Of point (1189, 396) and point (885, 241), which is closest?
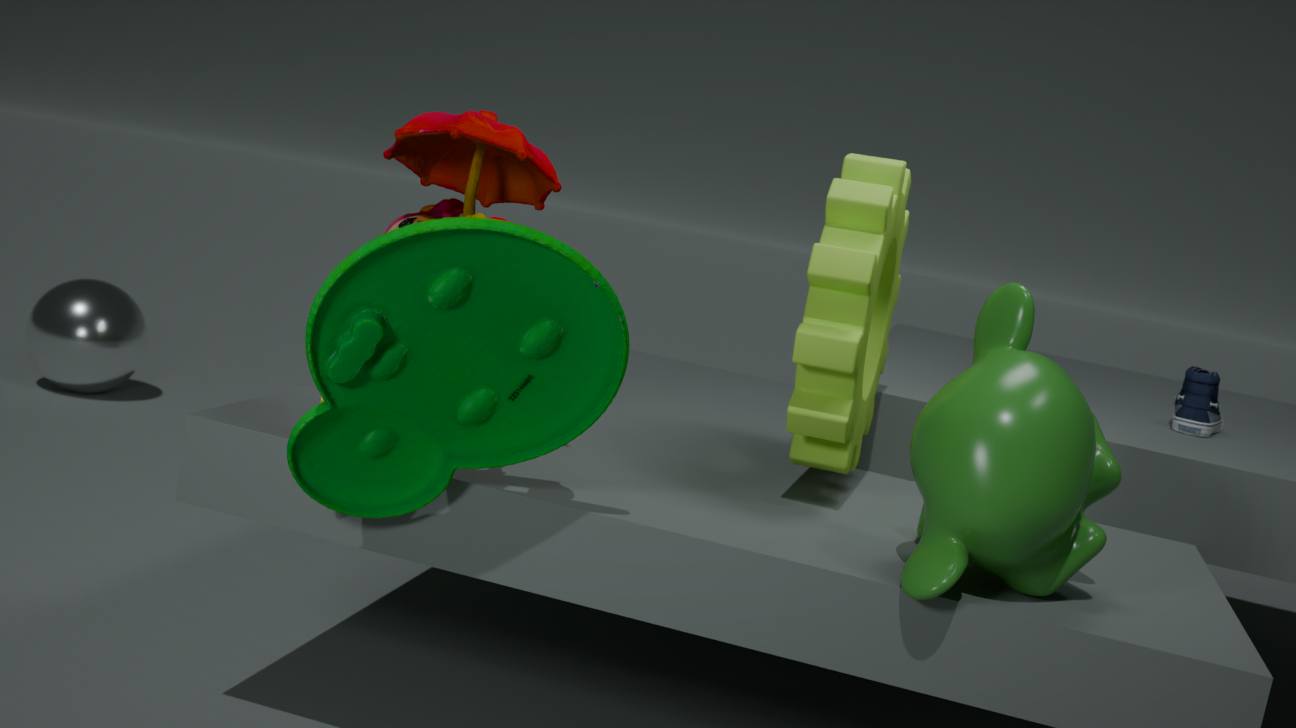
point (885, 241)
